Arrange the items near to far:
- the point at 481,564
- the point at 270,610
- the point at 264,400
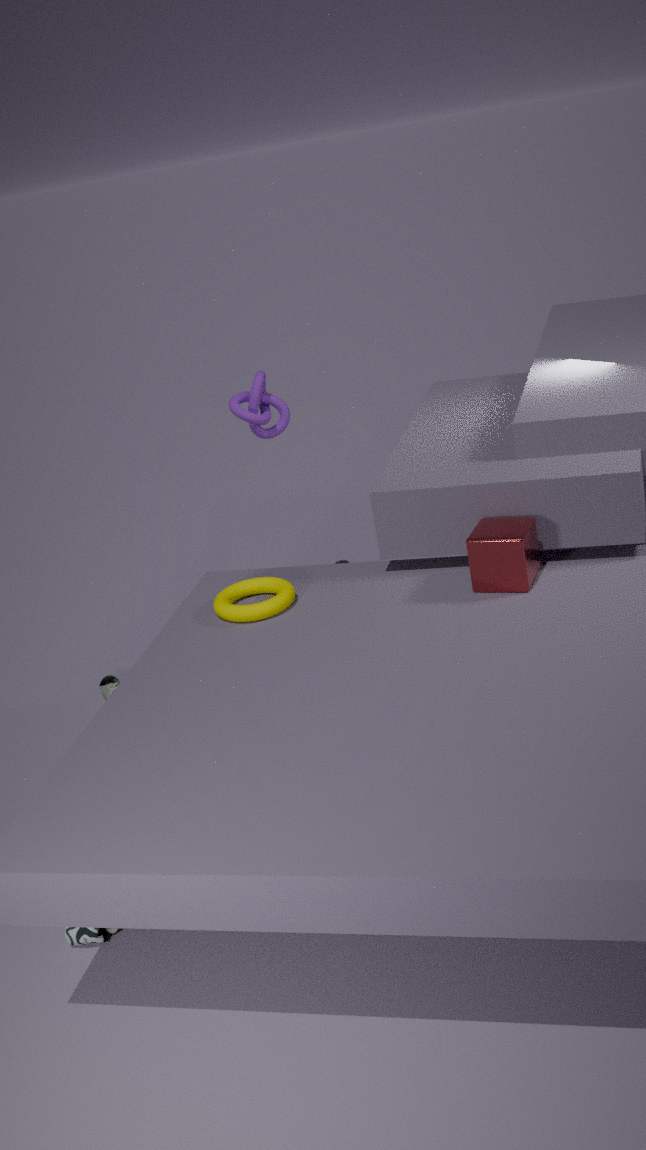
the point at 481,564
the point at 270,610
the point at 264,400
